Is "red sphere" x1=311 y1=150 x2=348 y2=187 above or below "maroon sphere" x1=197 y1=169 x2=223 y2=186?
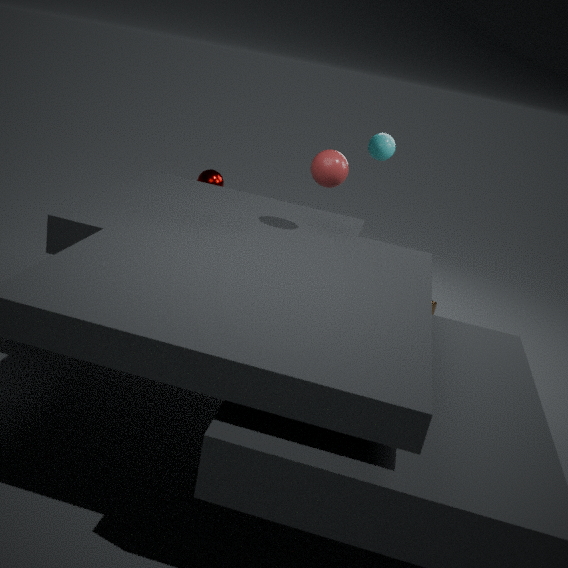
above
